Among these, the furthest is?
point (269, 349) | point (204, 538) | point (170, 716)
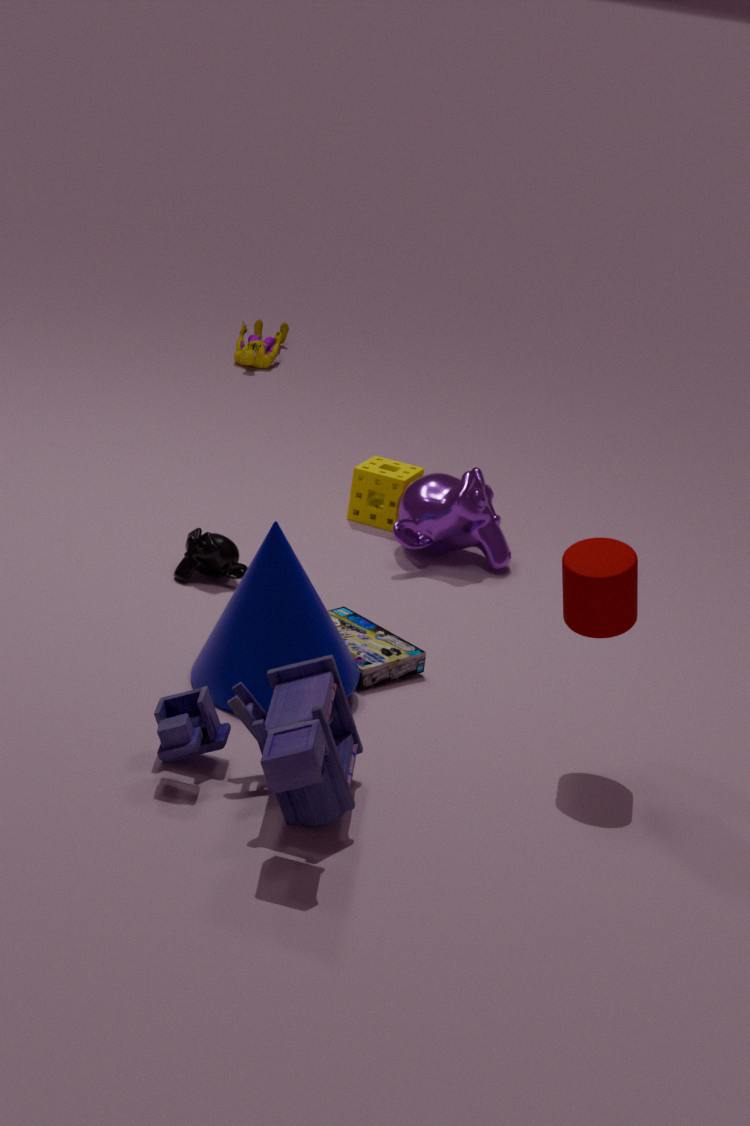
point (269, 349)
